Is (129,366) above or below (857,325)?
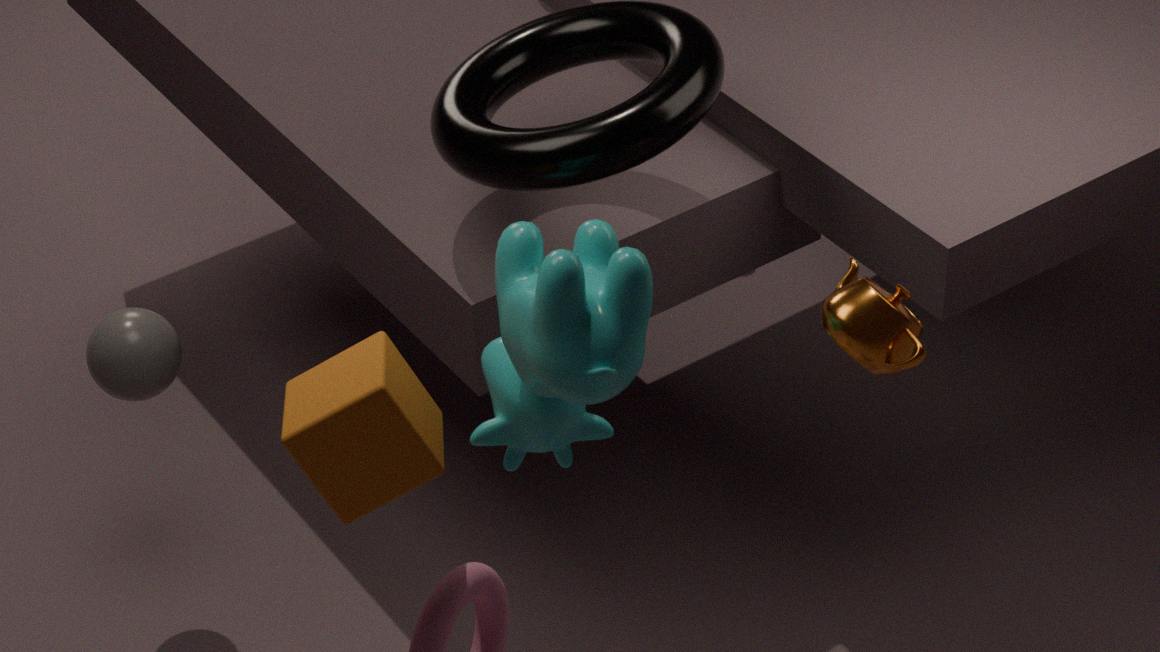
below
